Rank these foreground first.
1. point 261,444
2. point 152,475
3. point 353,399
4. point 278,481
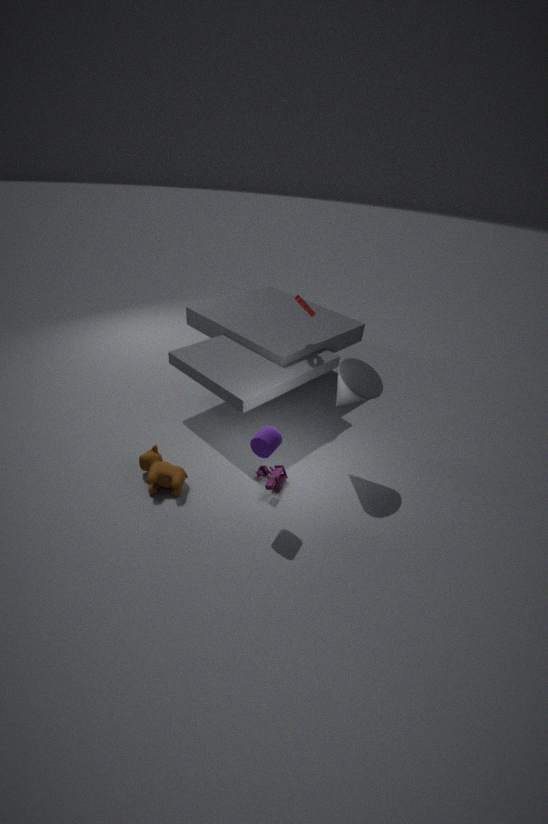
point 261,444 < point 152,475 < point 353,399 < point 278,481
